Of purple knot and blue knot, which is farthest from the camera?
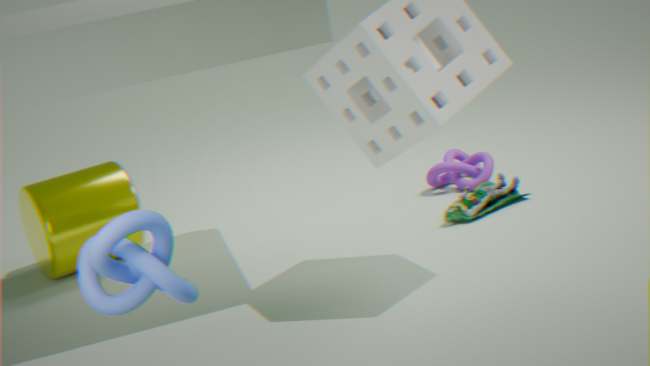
purple knot
